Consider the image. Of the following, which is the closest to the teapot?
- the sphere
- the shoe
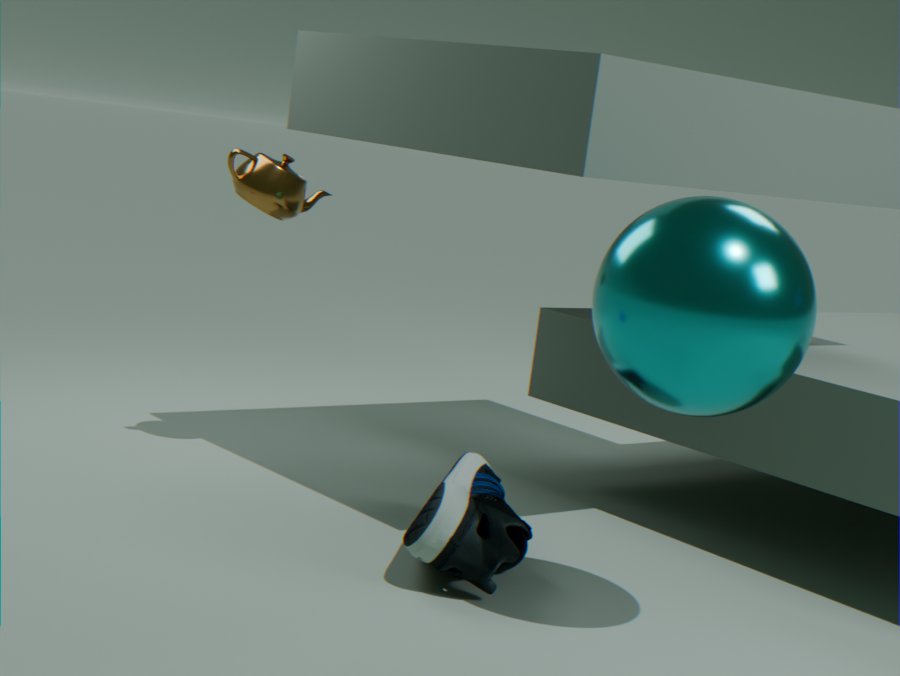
the shoe
